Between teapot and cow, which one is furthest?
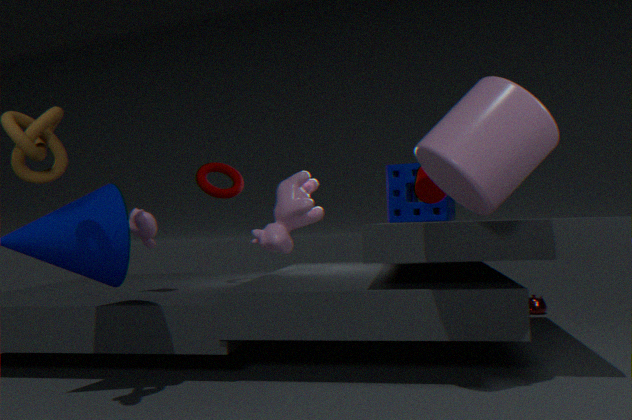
teapot
